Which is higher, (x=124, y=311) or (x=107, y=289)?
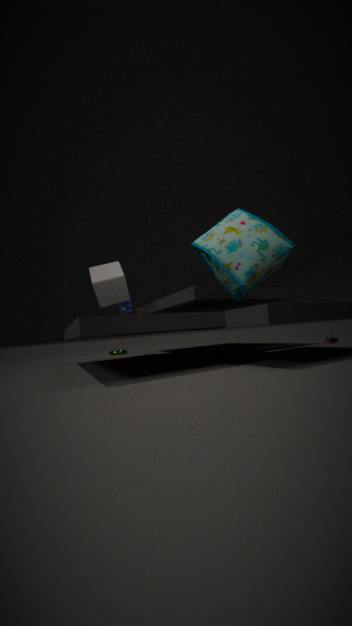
(x=107, y=289)
